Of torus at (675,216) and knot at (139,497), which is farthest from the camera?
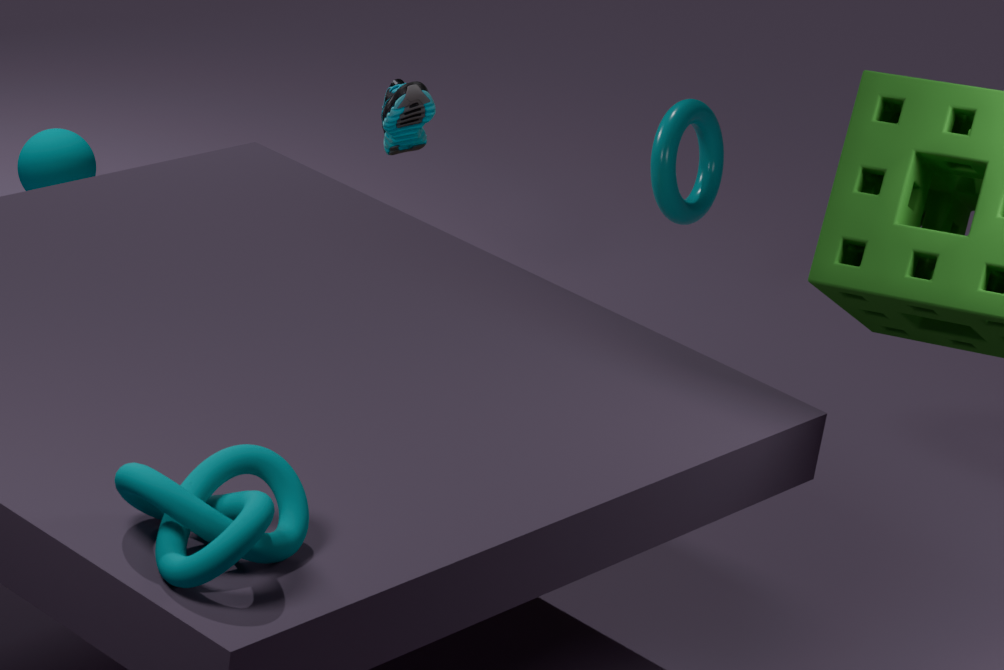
torus at (675,216)
